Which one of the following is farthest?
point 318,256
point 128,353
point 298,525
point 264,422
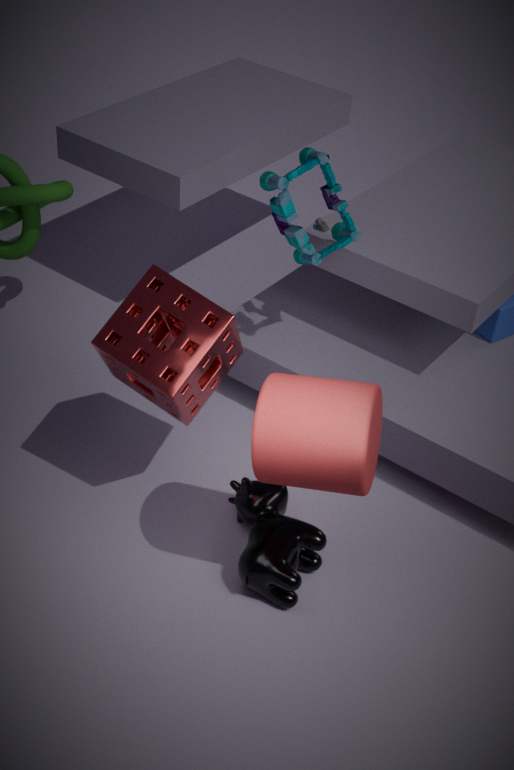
point 318,256
